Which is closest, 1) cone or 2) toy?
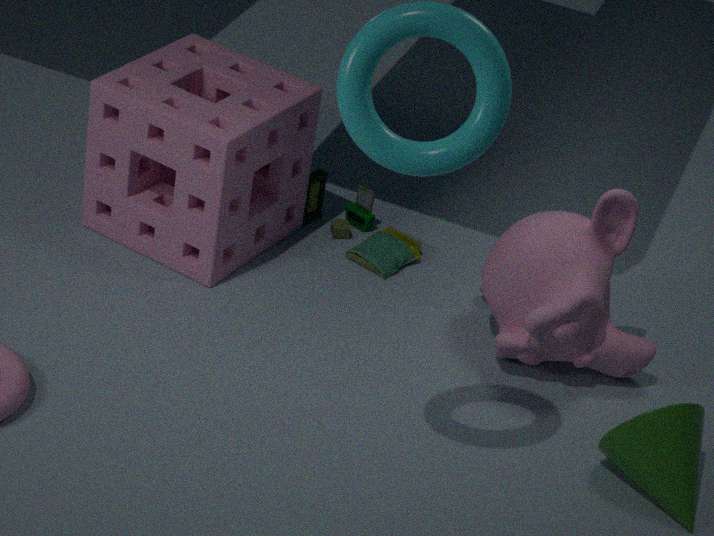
1. cone
